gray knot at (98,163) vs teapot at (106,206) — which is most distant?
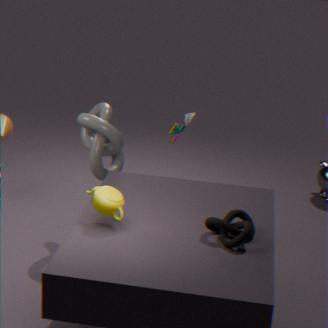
gray knot at (98,163)
